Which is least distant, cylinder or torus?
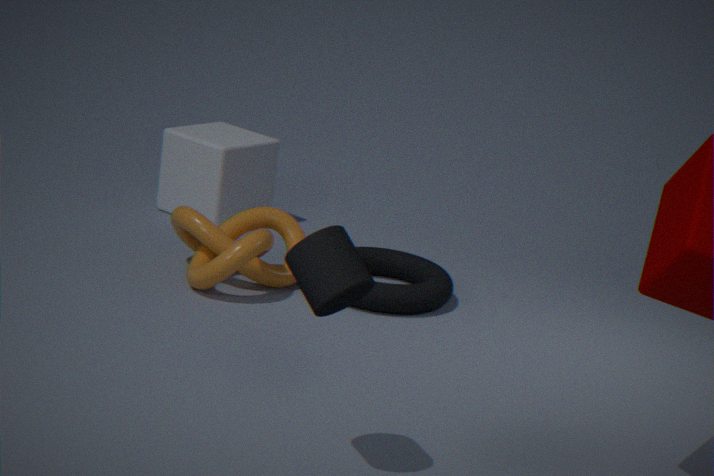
cylinder
